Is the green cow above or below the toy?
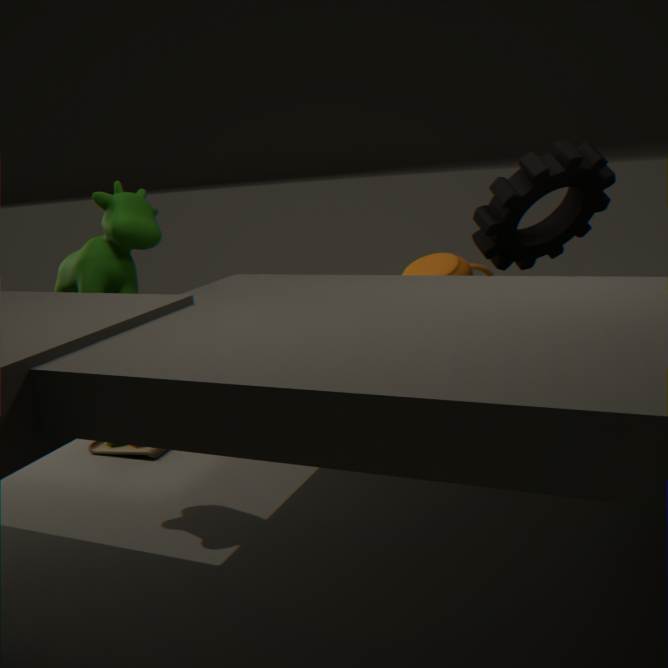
above
